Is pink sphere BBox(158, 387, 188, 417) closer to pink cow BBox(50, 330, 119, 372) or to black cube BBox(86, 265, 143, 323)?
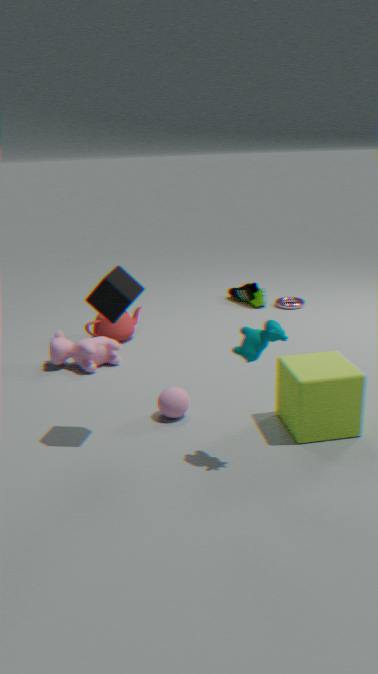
black cube BBox(86, 265, 143, 323)
